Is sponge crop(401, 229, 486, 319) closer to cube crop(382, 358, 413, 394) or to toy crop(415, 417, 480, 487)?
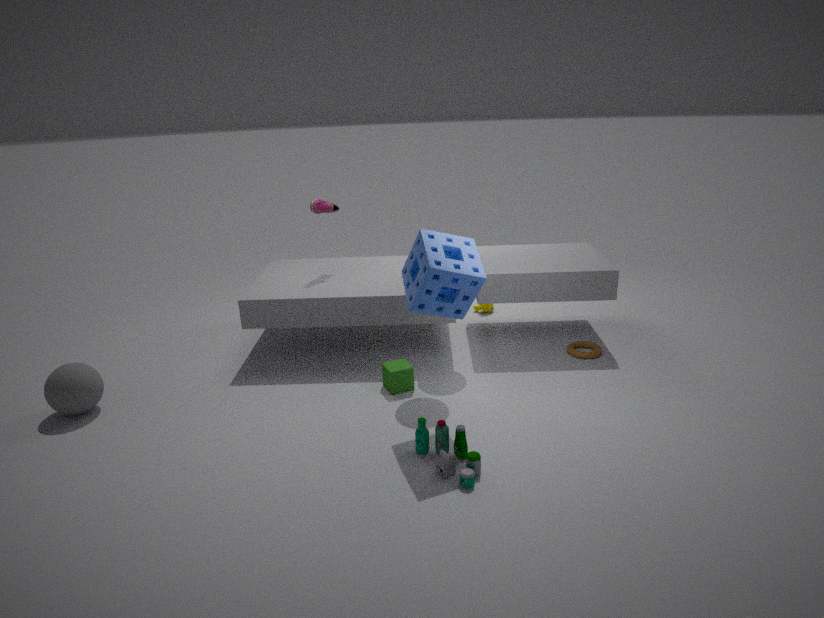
toy crop(415, 417, 480, 487)
